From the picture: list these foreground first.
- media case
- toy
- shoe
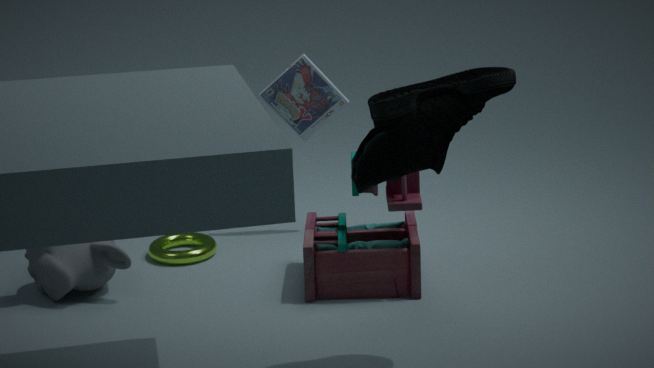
shoe < toy < media case
